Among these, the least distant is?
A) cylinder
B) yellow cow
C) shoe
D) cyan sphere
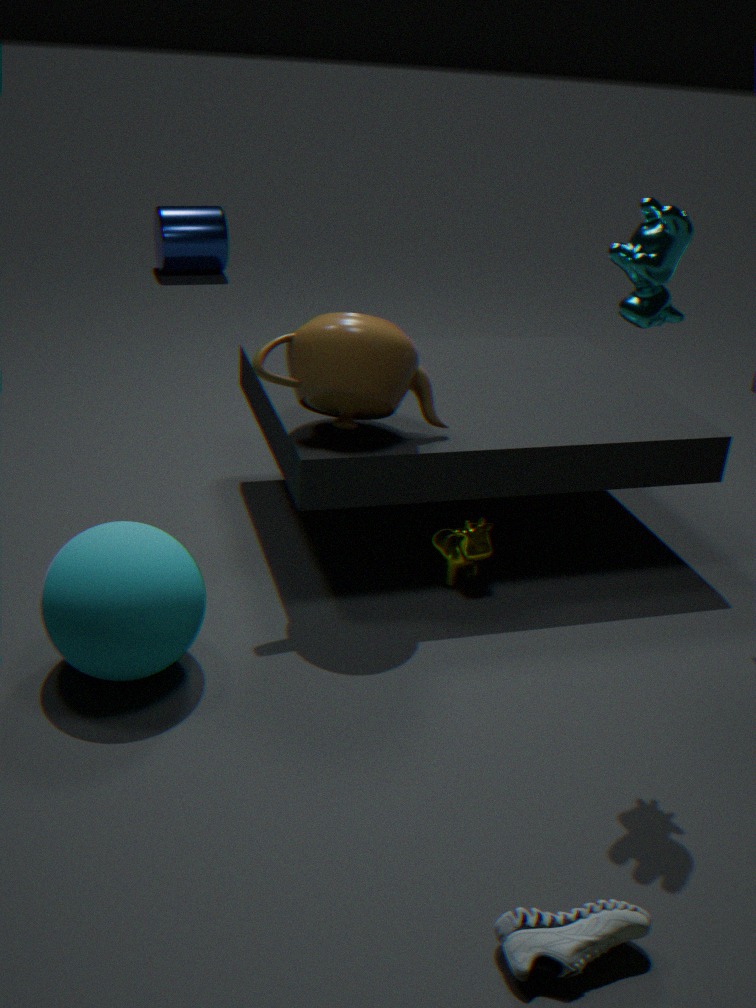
shoe
